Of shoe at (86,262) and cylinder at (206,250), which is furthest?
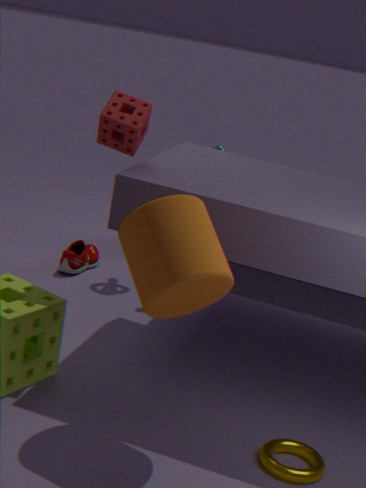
shoe at (86,262)
